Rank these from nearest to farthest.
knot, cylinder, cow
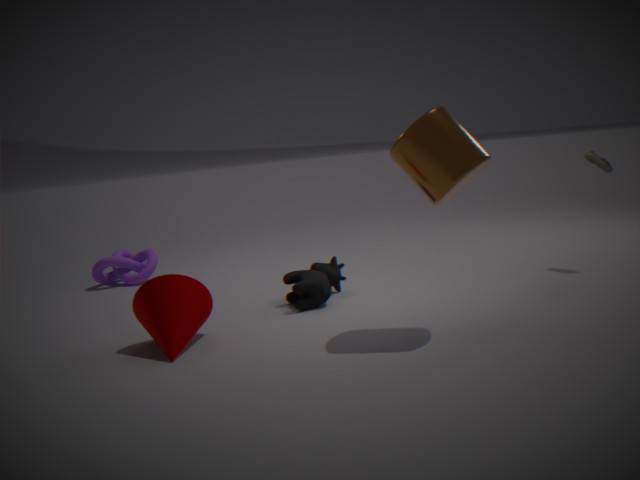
cylinder, cow, knot
